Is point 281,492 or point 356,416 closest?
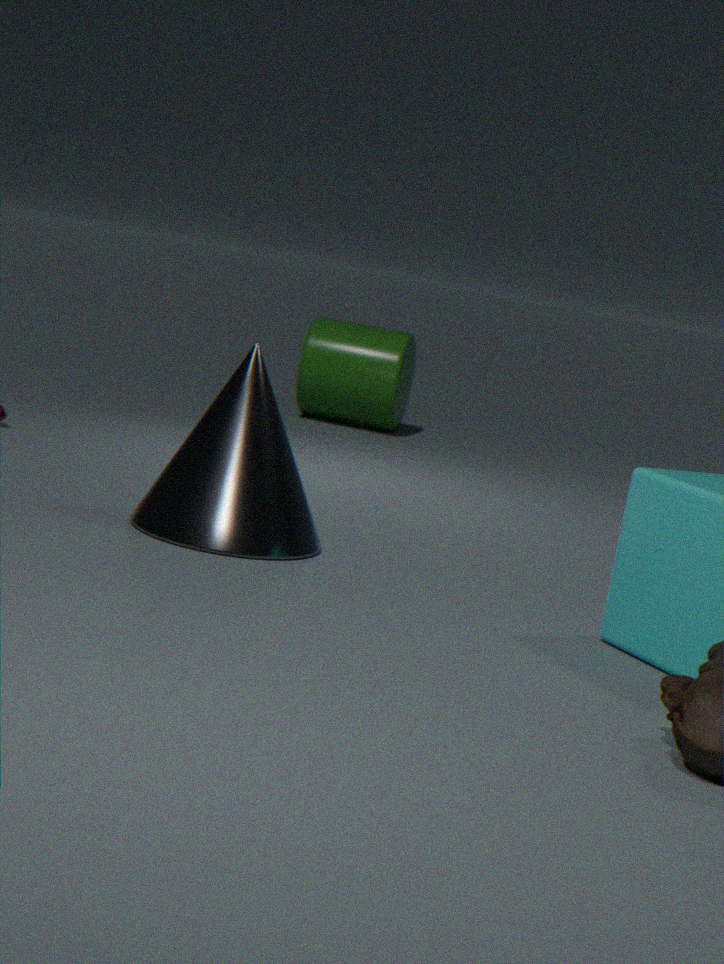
point 281,492
